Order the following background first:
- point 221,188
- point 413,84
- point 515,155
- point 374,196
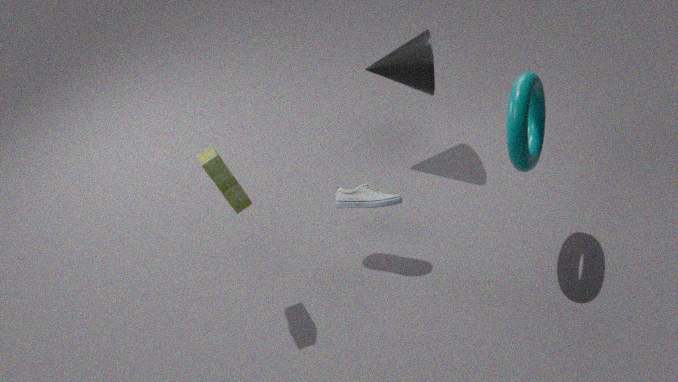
point 413,84, point 374,196, point 515,155, point 221,188
